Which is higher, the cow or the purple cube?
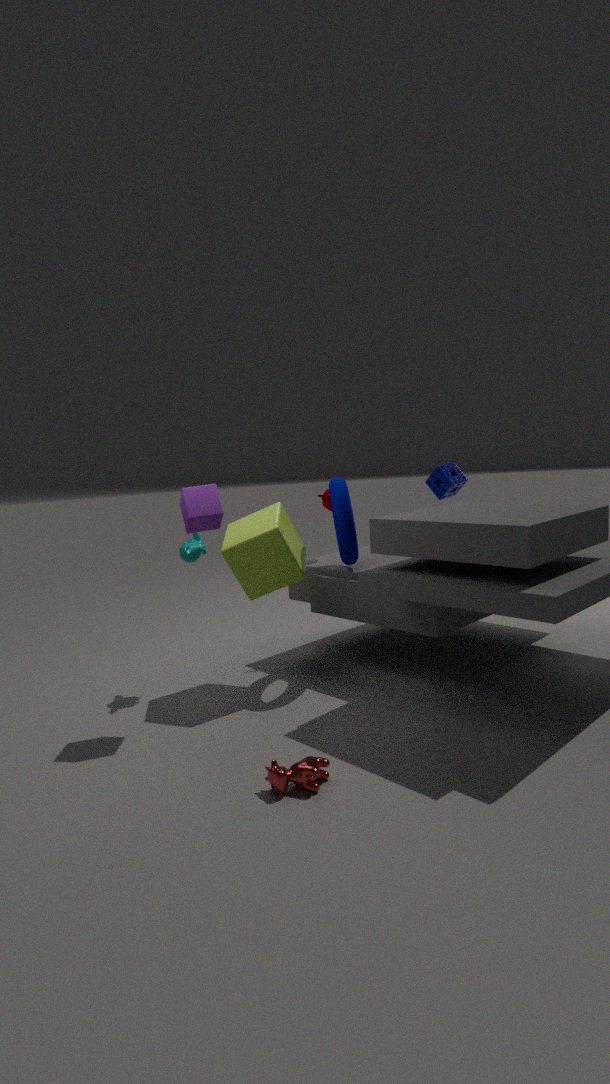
the purple cube
